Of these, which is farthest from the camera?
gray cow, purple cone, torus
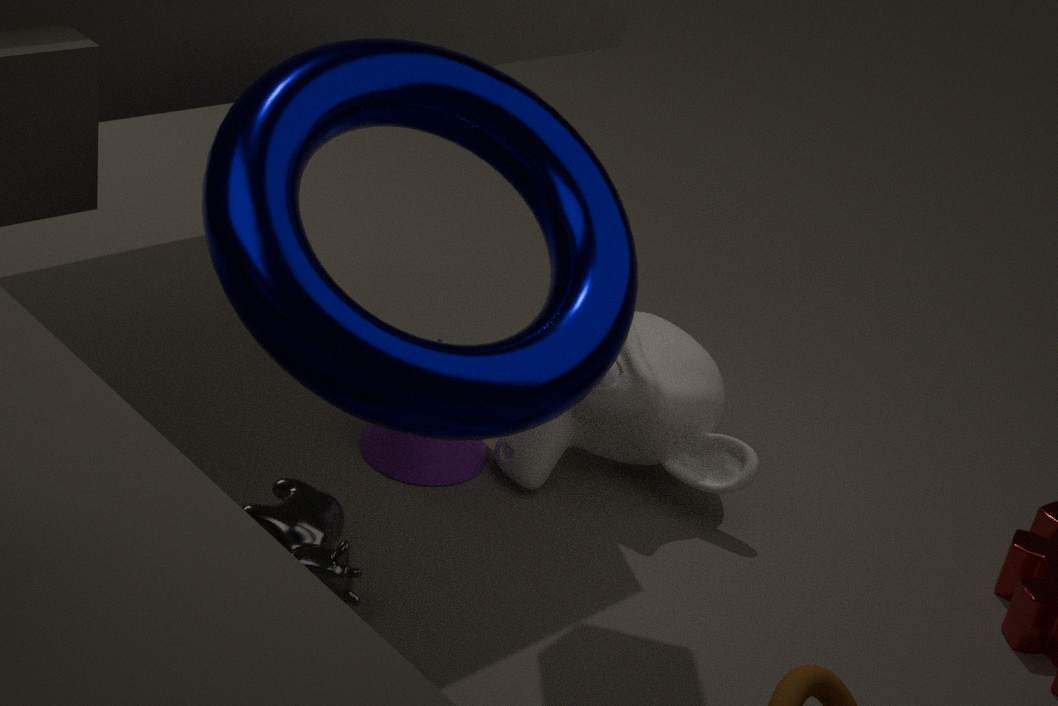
purple cone
